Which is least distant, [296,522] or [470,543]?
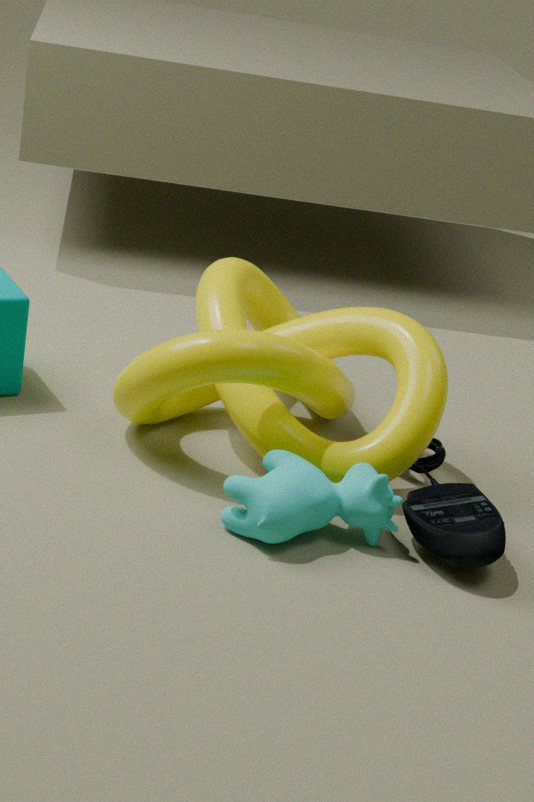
[470,543]
